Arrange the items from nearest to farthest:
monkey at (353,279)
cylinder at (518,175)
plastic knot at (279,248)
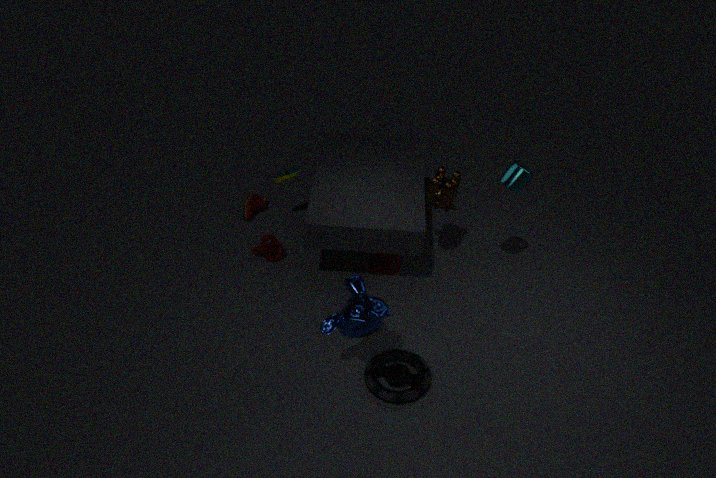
monkey at (353,279)
cylinder at (518,175)
plastic knot at (279,248)
